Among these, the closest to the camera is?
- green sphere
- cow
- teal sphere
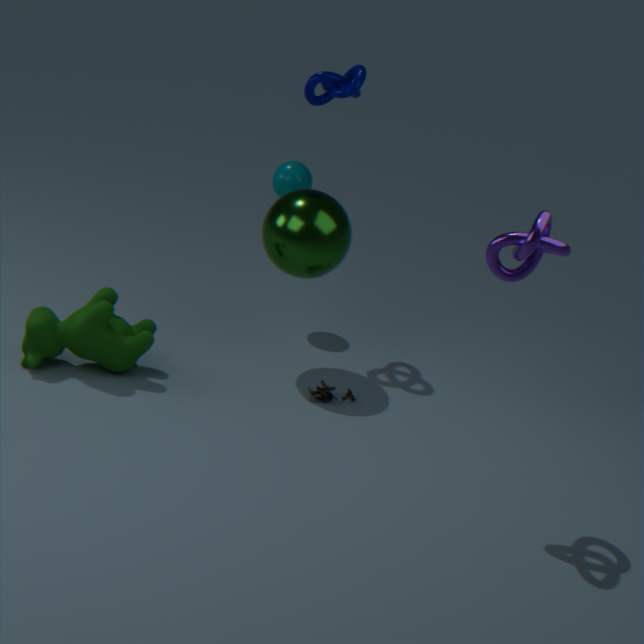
cow
